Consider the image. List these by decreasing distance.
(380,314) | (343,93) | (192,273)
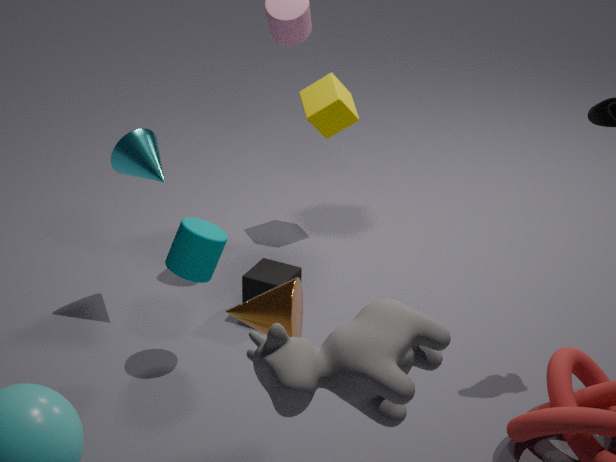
(343,93)
(192,273)
(380,314)
